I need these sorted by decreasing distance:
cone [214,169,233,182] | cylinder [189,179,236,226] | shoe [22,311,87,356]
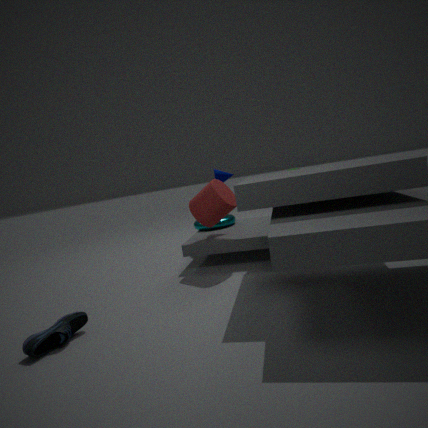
cone [214,169,233,182], cylinder [189,179,236,226], shoe [22,311,87,356]
